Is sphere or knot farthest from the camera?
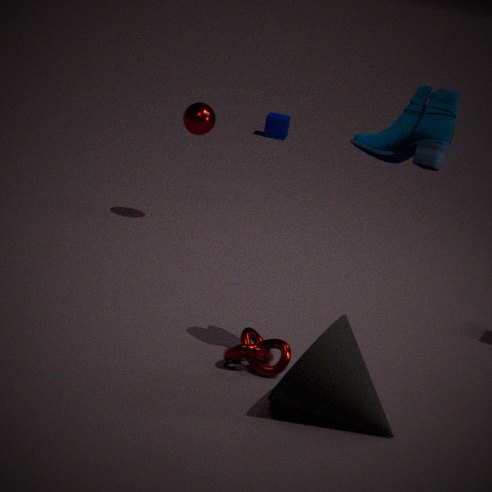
sphere
